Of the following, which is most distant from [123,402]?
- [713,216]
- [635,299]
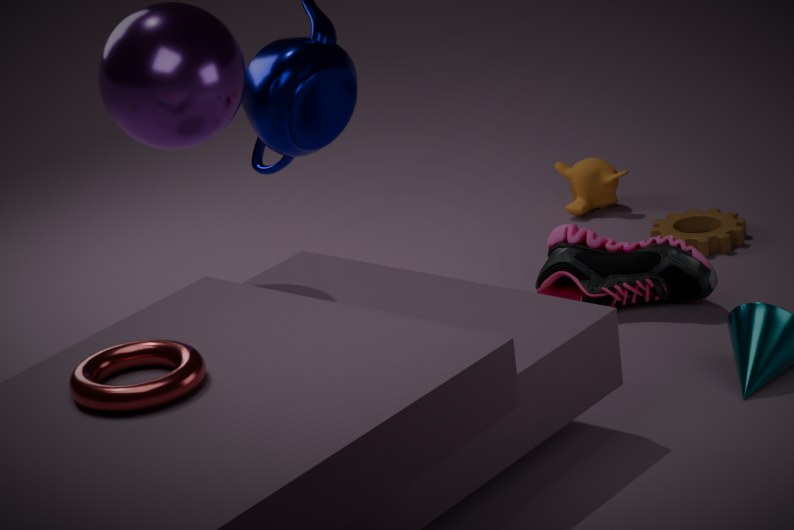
[713,216]
